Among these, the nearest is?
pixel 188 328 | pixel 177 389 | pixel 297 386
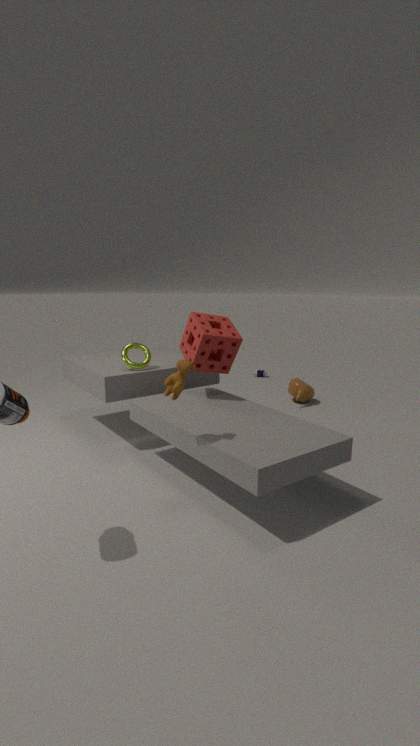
pixel 177 389
